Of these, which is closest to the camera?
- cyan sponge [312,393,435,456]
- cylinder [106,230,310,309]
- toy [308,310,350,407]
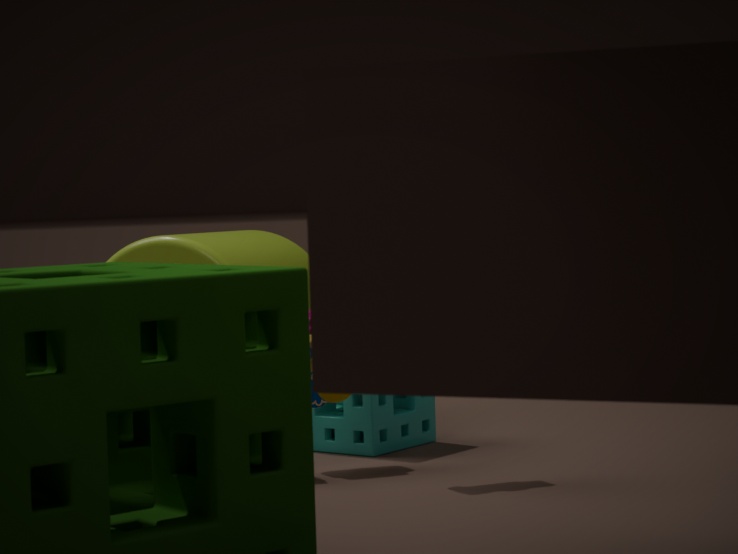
toy [308,310,350,407]
